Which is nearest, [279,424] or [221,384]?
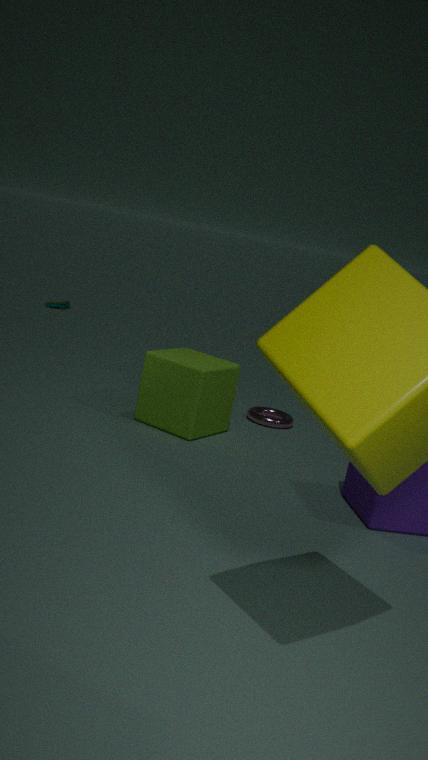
[221,384]
